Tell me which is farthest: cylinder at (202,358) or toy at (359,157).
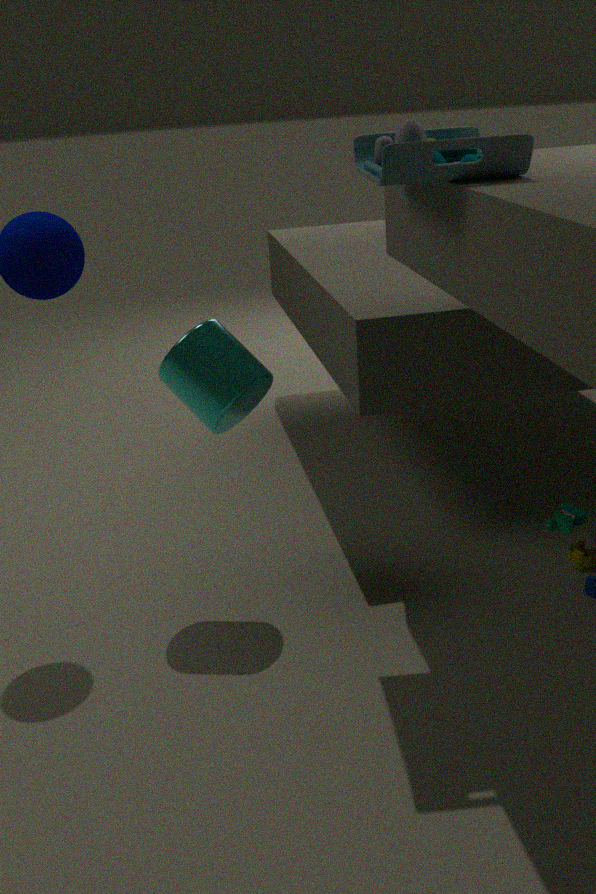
cylinder at (202,358)
